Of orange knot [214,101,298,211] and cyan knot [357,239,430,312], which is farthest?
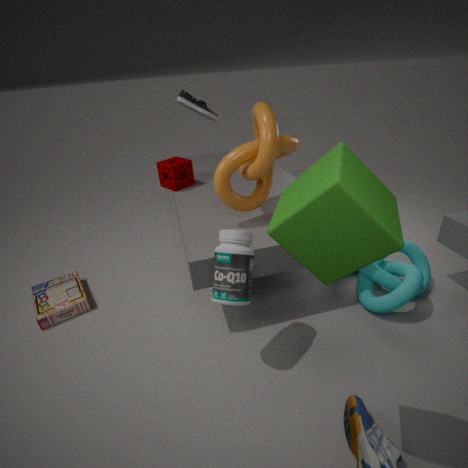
cyan knot [357,239,430,312]
